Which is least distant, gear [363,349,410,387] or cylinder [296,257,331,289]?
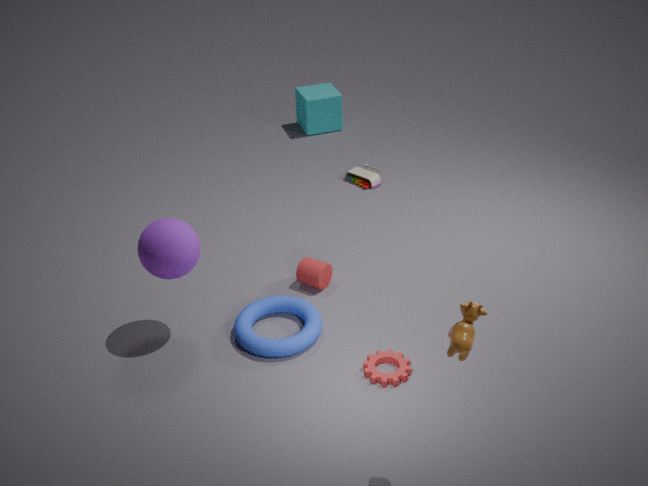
gear [363,349,410,387]
